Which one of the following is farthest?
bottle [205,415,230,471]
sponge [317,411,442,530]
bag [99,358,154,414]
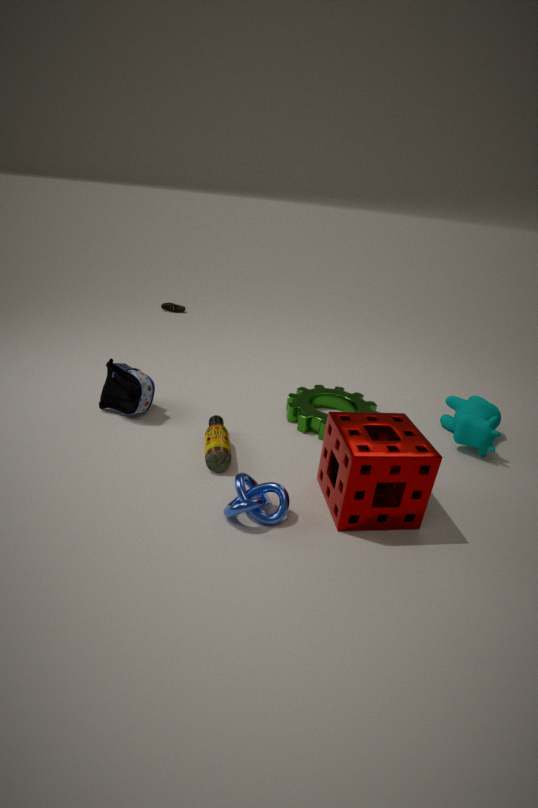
bag [99,358,154,414]
